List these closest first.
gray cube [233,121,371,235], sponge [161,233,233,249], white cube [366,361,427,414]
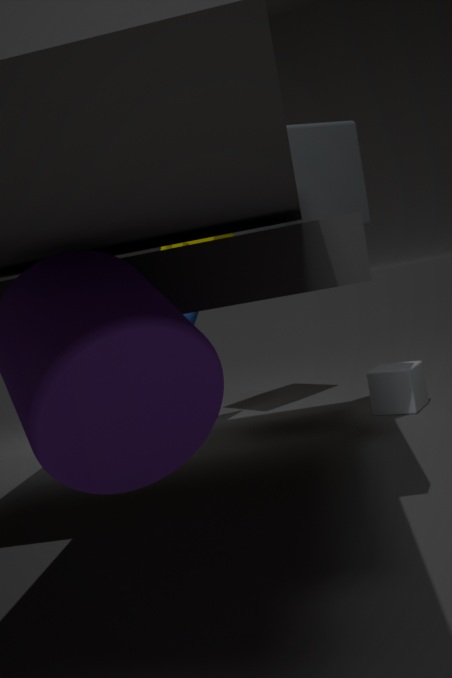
gray cube [233,121,371,235]
white cube [366,361,427,414]
sponge [161,233,233,249]
